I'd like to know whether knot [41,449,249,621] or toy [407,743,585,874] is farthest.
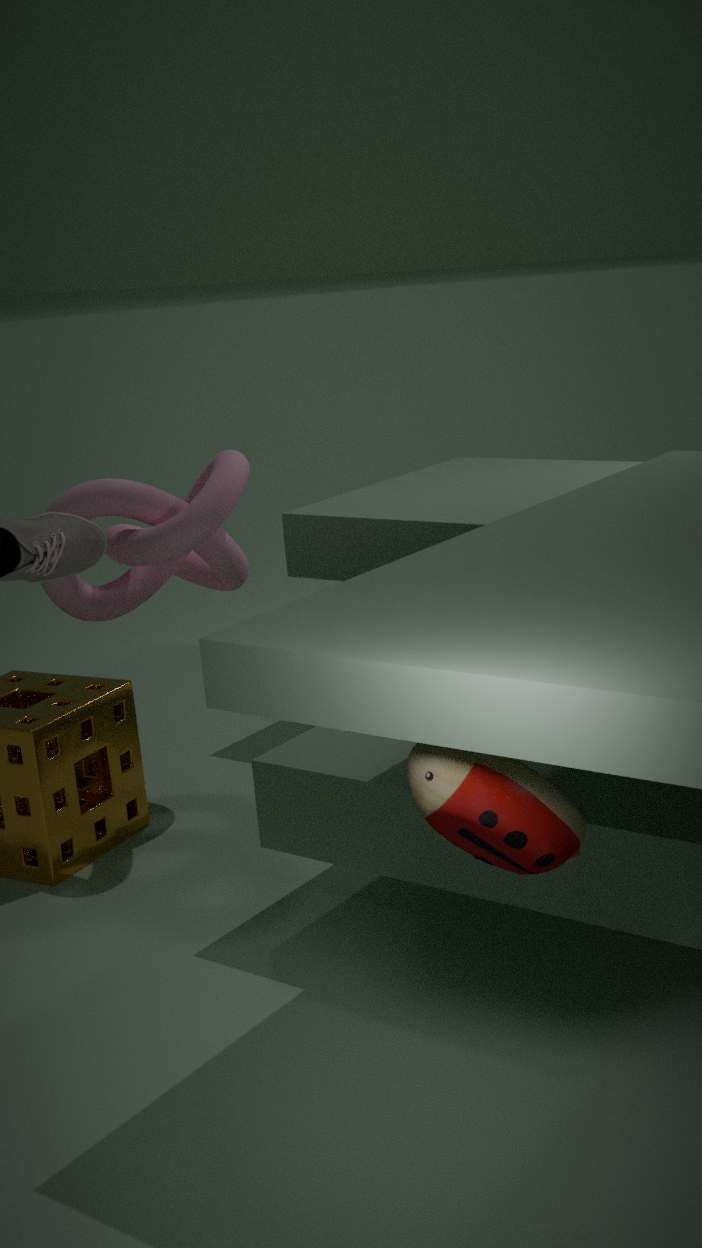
knot [41,449,249,621]
